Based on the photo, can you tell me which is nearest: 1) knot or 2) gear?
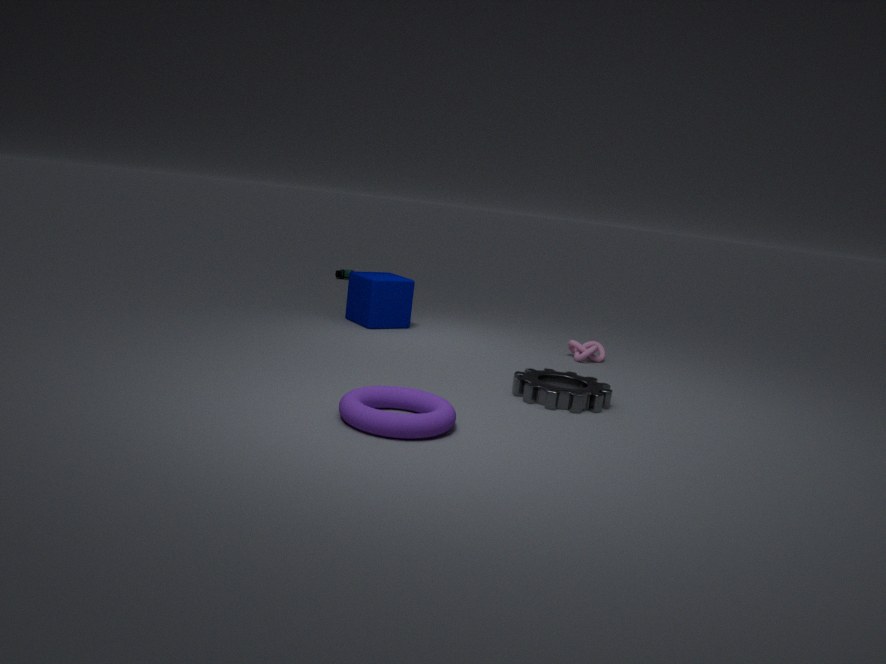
2. gear
